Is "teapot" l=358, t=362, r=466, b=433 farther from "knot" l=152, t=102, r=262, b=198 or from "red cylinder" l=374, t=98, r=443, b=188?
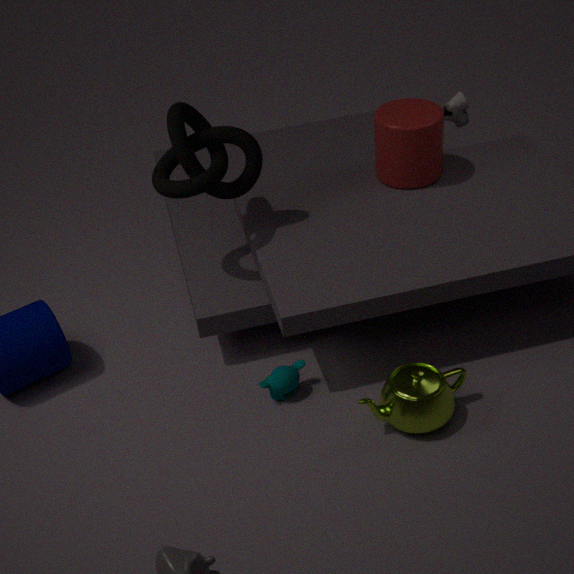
"knot" l=152, t=102, r=262, b=198
